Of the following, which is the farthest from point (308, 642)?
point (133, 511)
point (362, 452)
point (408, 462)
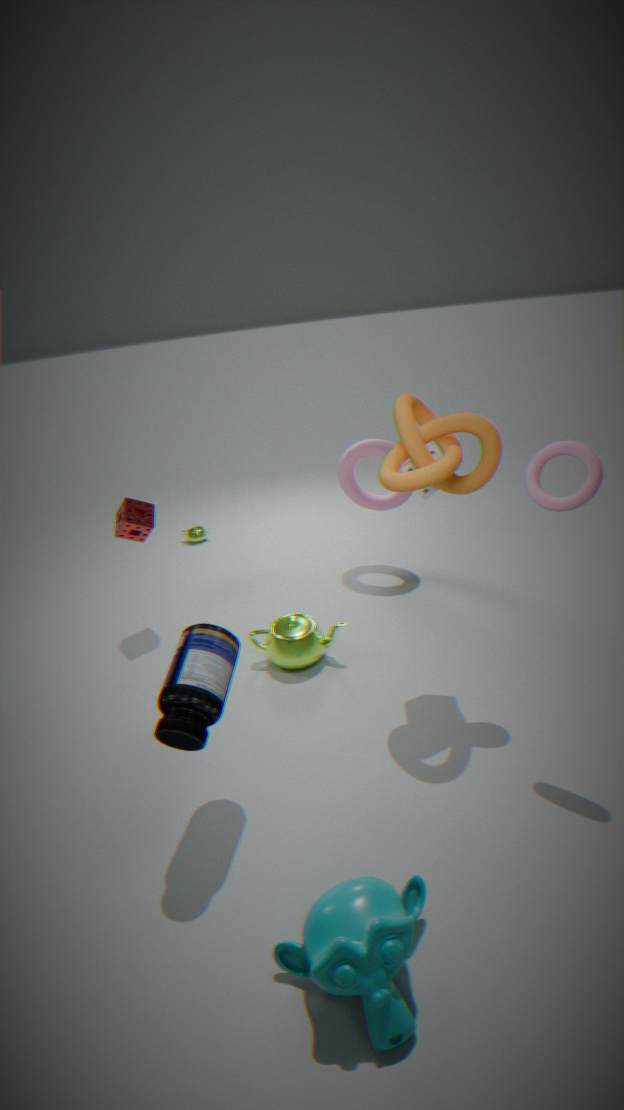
point (362, 452)
